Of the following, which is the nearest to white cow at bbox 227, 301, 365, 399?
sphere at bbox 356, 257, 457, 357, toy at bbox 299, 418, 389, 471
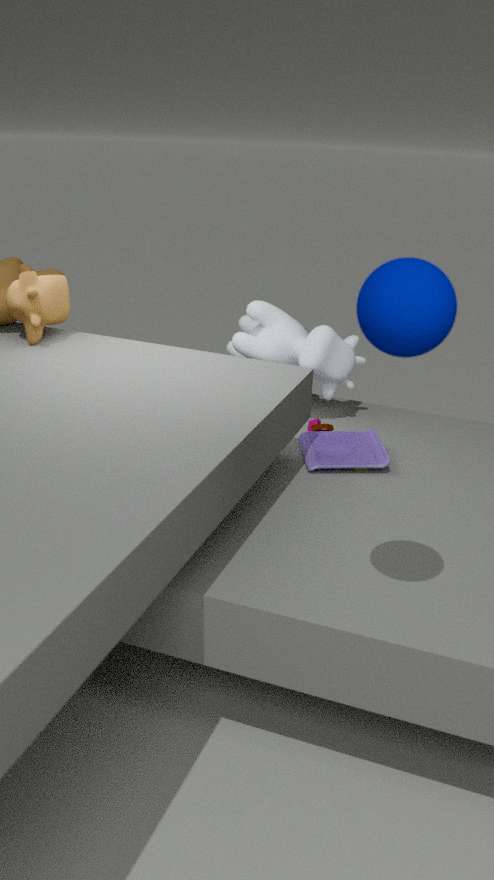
toy at bbox 299, 418, 389, 471
